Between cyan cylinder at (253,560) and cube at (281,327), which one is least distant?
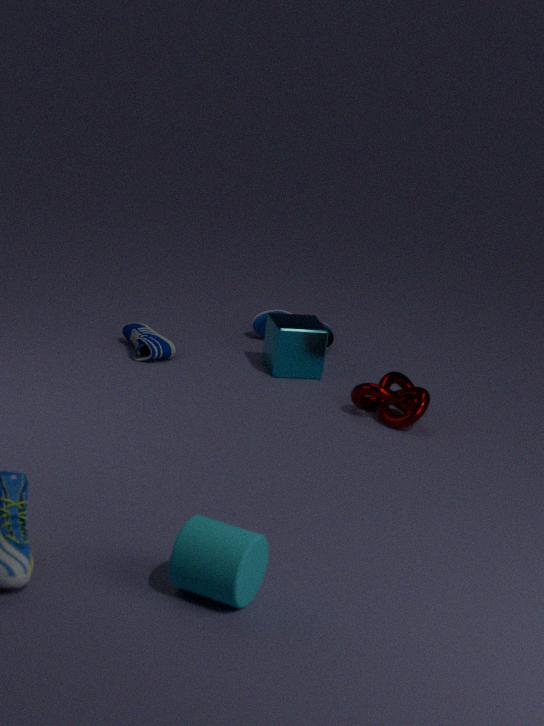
cyan cylinder at (253,560)
